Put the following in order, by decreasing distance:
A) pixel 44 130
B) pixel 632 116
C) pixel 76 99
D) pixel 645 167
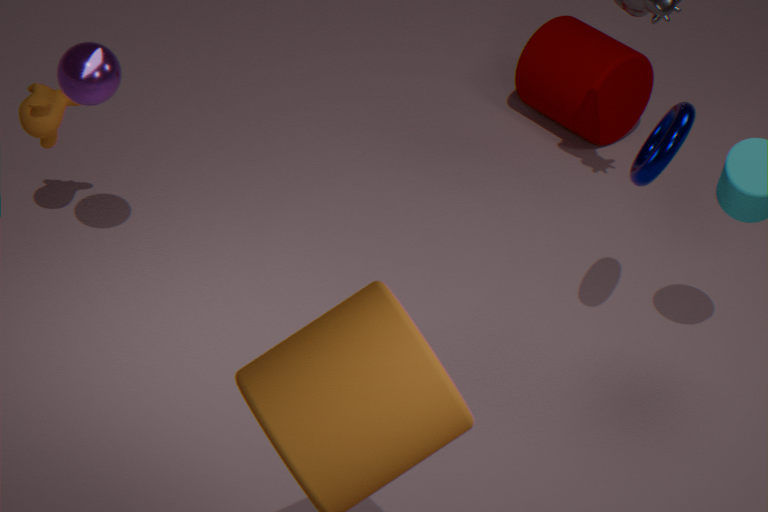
pixel 632 116
pixel 44 130
pixel 76 99
pixel 645 167
